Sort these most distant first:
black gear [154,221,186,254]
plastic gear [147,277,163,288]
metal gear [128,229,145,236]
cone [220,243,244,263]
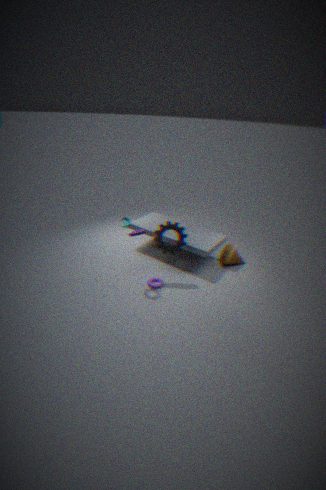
1. cone [220,243,244,263]
2. plastic gear [147,277,163,288]
3. black gear [154,221,186,254]
4. metal gear [128,229,145,236]
